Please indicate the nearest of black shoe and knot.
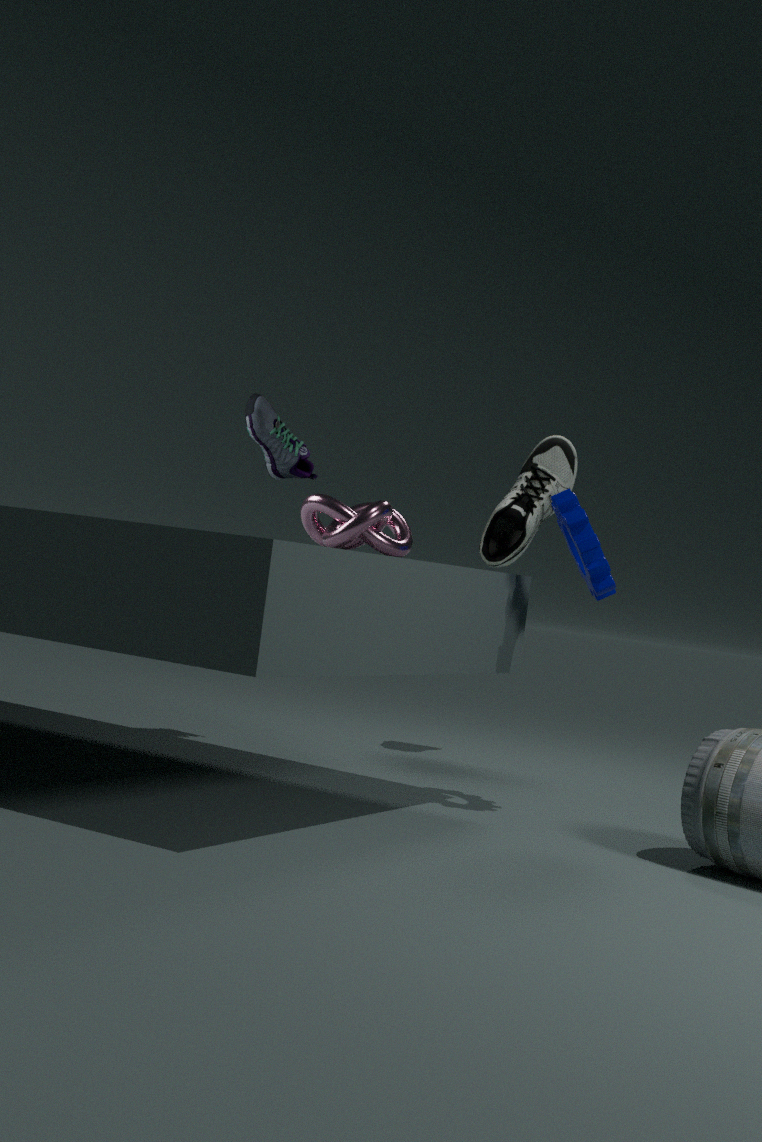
knot
